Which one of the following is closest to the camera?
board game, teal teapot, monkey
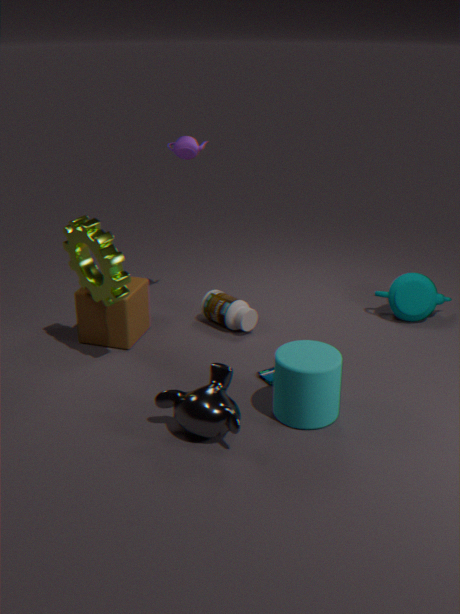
monkey
